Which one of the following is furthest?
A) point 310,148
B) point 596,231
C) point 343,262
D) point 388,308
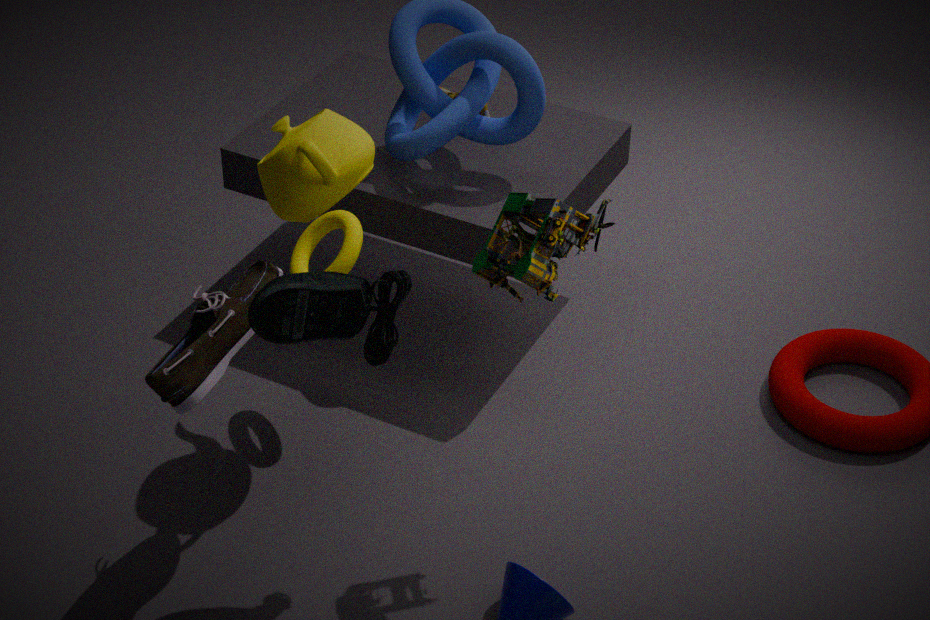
point 343,262
